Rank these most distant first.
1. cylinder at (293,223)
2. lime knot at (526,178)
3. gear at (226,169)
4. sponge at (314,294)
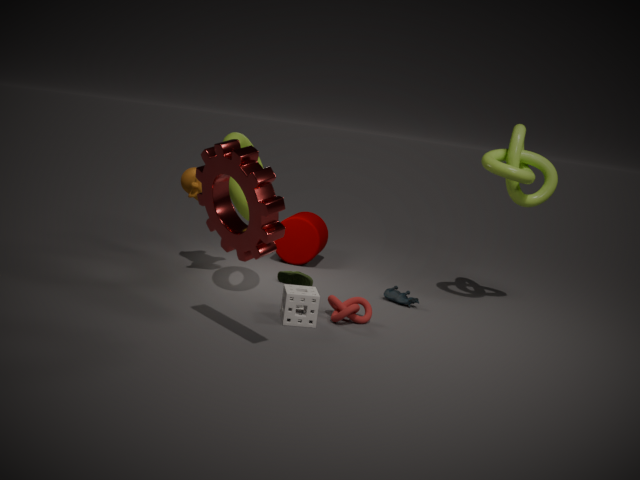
cylinder at (293,223) < lime knot at (526,178) < sponge at (314,294) < gear at (226,169)
